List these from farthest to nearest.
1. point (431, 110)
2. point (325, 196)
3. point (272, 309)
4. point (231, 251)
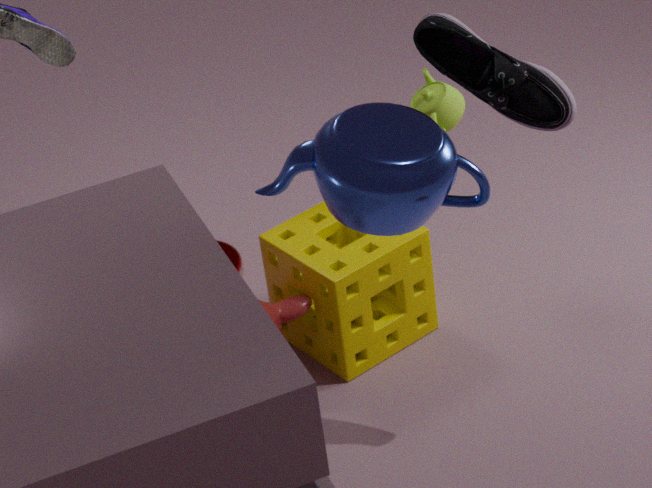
1. point (231, 251)
2. point (431, 110)
3. point (272, 309)
4. point (325, 196)
